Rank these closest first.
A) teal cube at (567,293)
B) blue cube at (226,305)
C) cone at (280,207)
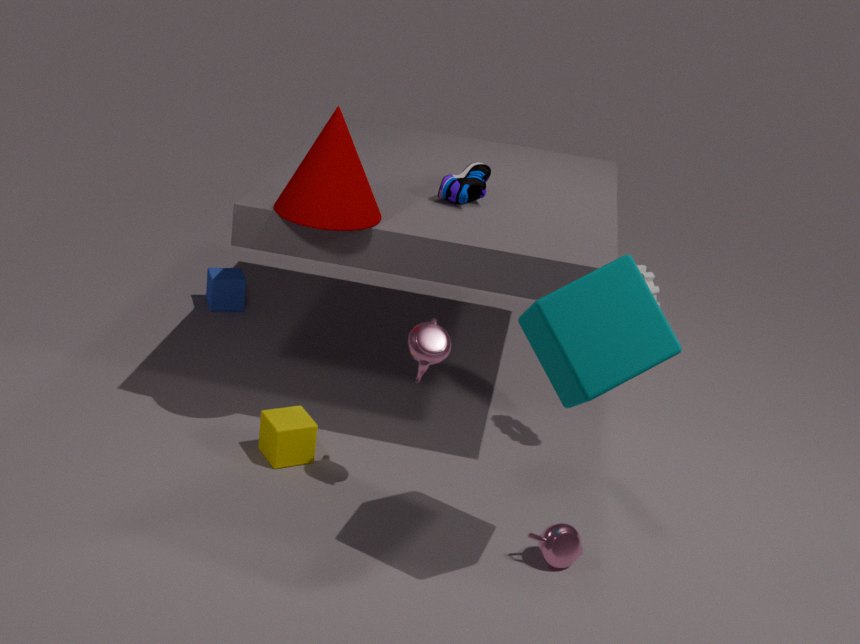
teal cube at (567,293) → cone at (280,207) → blue cube at (226,305)
